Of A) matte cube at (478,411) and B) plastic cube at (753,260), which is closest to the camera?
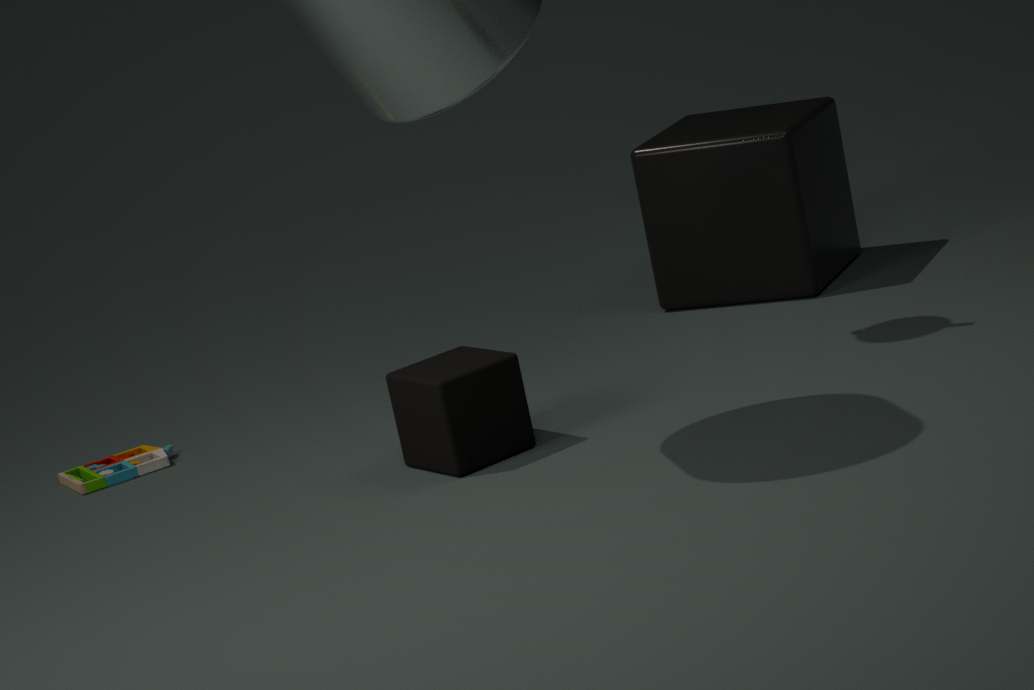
A. matte cube at (478,411)
